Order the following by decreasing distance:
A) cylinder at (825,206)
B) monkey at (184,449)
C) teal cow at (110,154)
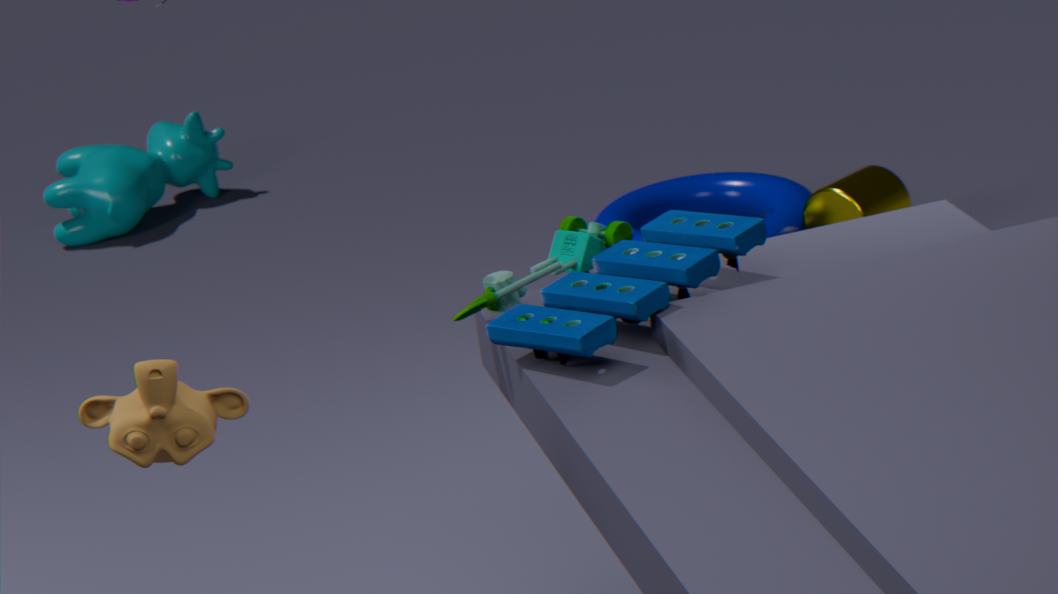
teal cow at (110,154)
cylinder at (825,206)
monkey at (184,449)
